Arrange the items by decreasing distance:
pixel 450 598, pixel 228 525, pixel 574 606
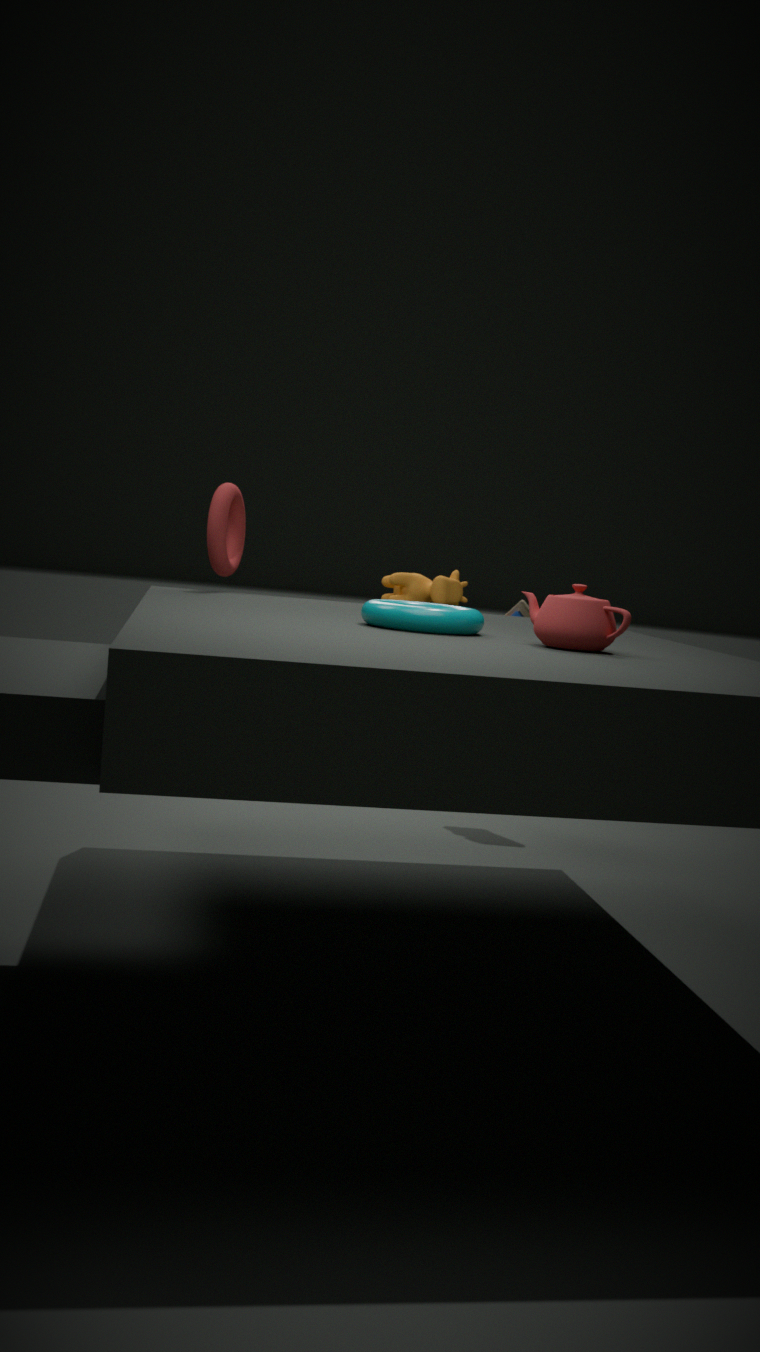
pixel 228 525 < pixel 450 598 < pixel 574 606
